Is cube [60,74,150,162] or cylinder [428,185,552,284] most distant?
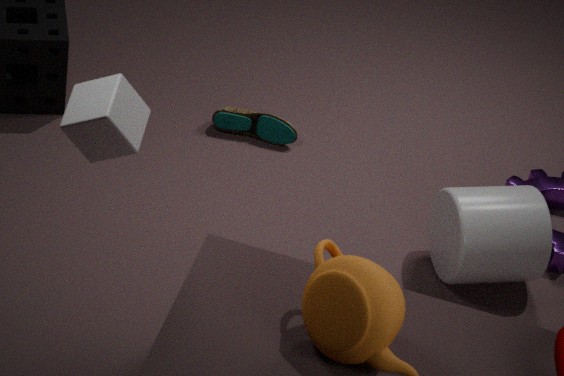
cylinder [428,185,552,284]
